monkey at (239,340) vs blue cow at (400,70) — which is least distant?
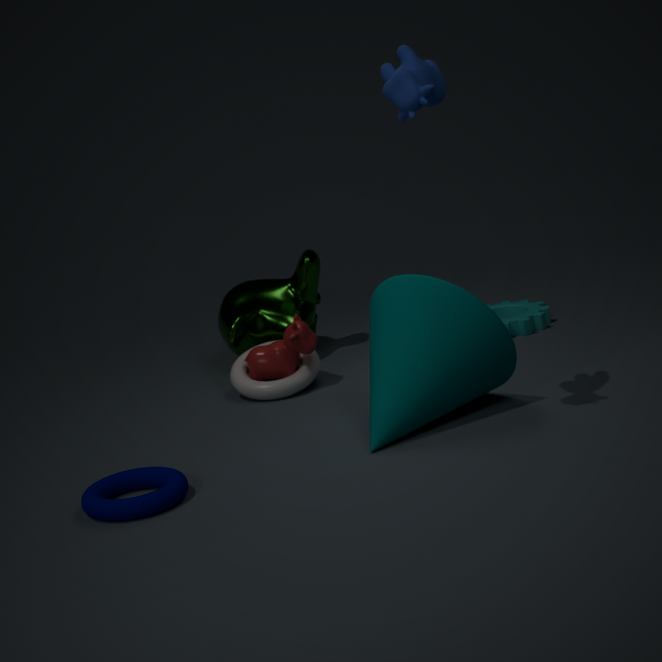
blue cow at (400,70)
